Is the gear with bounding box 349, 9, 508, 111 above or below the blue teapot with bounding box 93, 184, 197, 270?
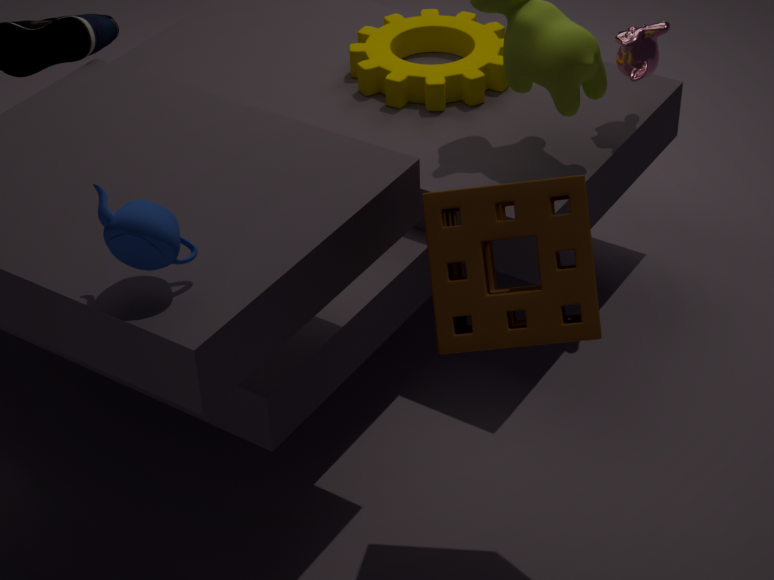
below
